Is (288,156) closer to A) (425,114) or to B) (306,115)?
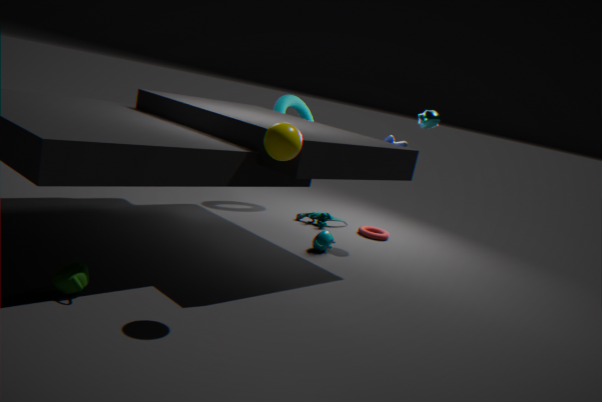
A) (425,114)
